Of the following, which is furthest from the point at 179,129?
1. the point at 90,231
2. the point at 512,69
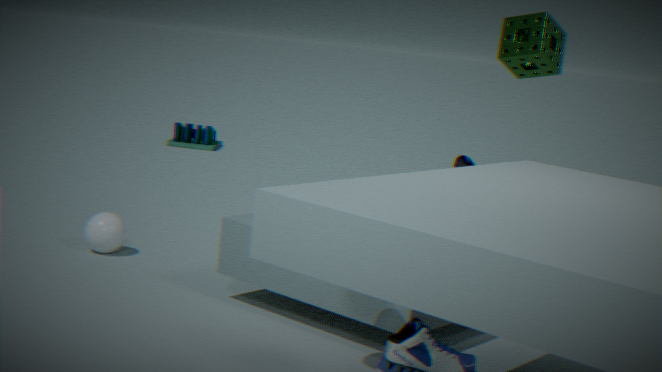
the point at 512,69
